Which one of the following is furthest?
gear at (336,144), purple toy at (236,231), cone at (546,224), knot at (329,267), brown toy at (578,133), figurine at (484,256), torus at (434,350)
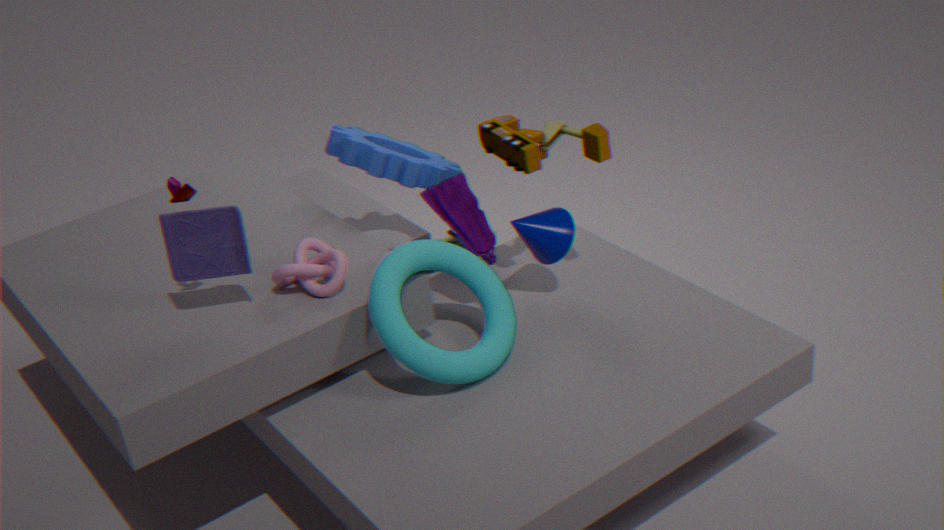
gear at (336,144)
